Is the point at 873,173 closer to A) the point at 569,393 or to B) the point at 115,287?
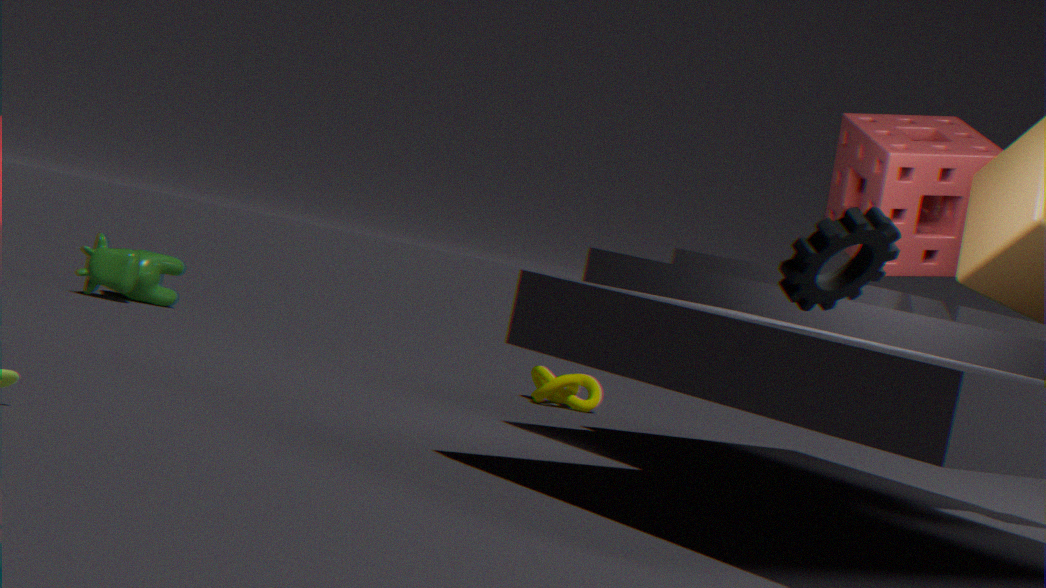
A) the point at 569,393
